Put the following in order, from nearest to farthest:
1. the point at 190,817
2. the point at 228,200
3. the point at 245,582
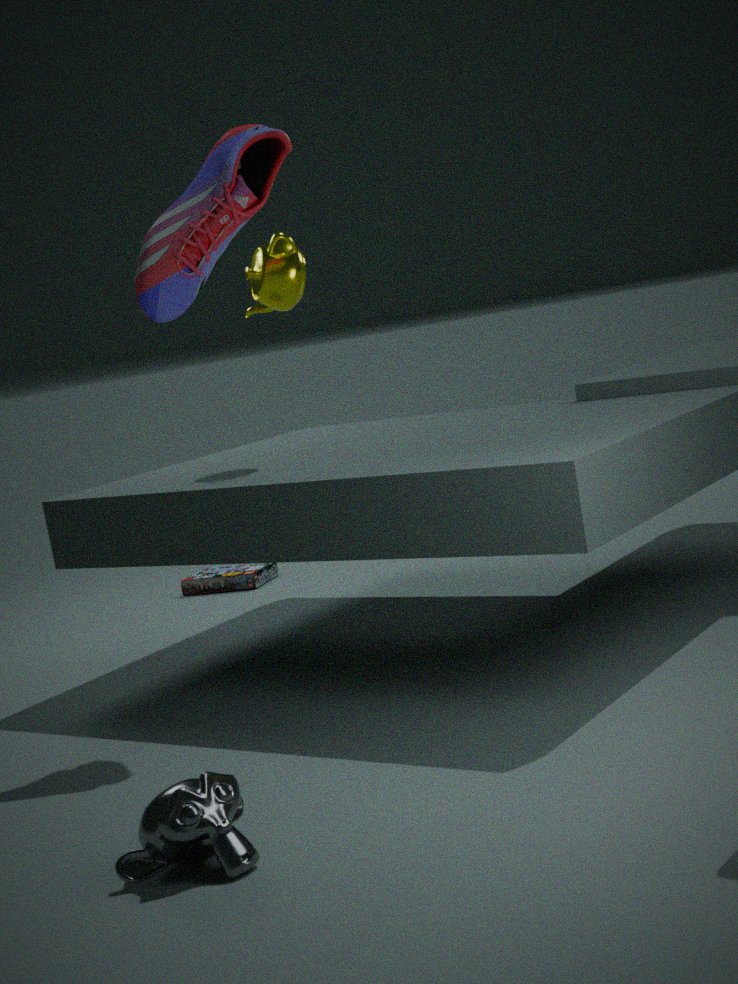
the point at 190,817
the point at 228,200
the point at 245,582
